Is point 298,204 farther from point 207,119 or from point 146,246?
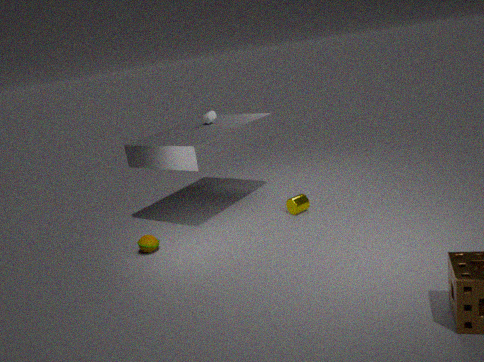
point 146,246
